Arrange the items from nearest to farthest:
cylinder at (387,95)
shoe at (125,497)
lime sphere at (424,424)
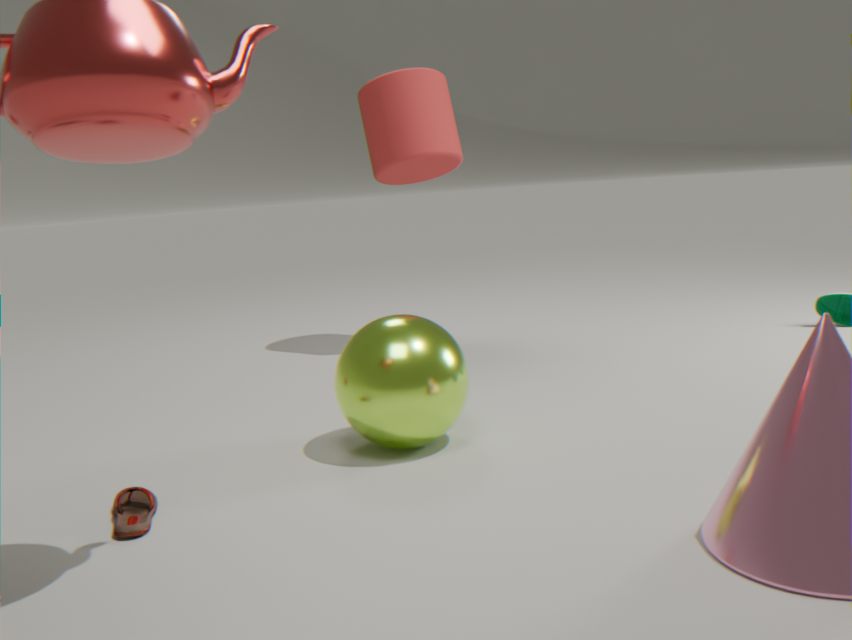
shoe at (125,497) → lime sphere at (424,424) → cylinder at (387,95)
